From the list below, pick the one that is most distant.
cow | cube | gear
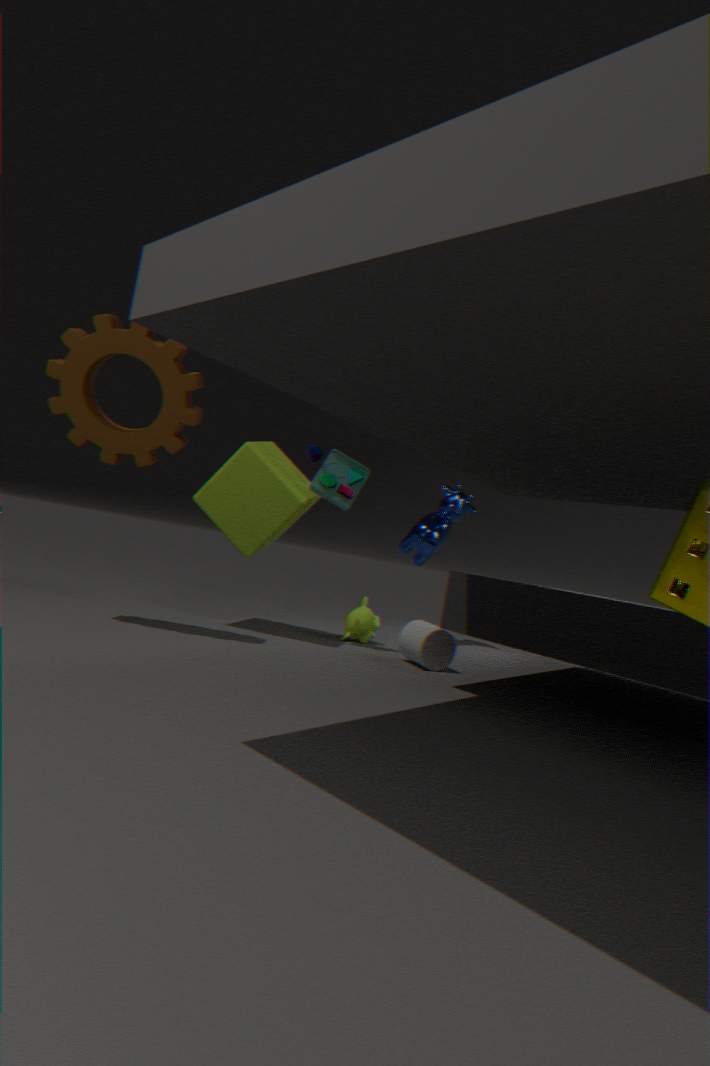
cow
